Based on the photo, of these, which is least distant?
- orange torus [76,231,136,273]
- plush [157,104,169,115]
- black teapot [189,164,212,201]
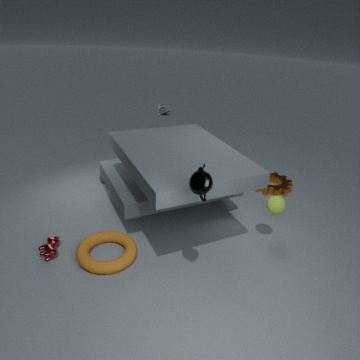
black teapot [189,164,212,201]
